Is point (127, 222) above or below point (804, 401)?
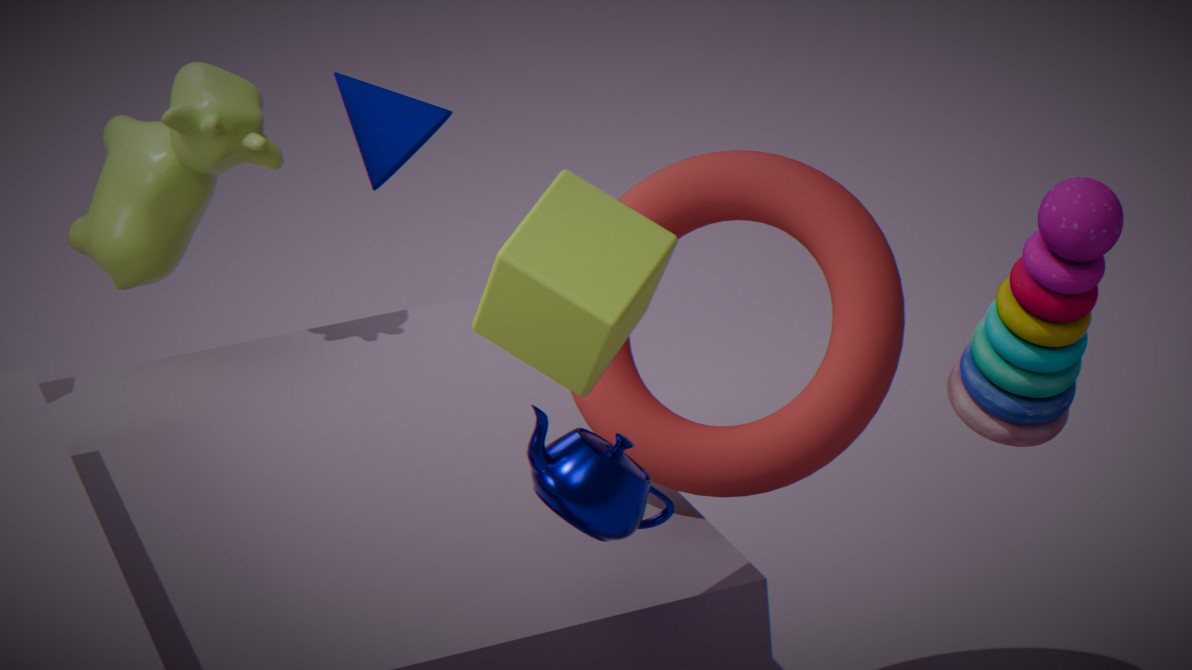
above
